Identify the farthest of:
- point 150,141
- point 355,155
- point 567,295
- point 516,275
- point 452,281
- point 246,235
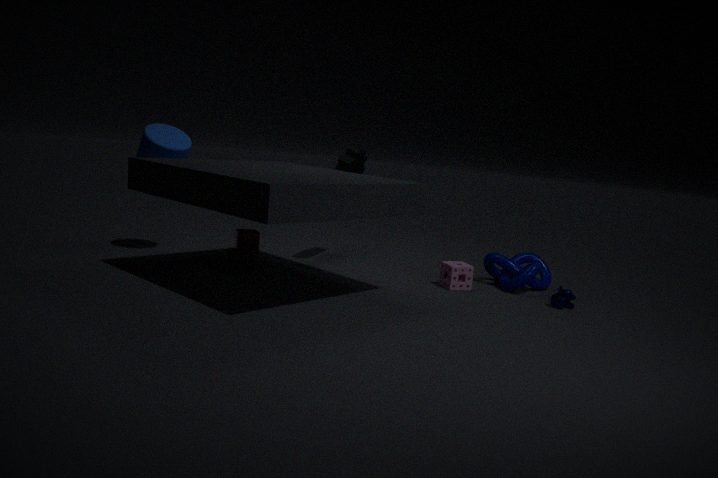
point 246,235
